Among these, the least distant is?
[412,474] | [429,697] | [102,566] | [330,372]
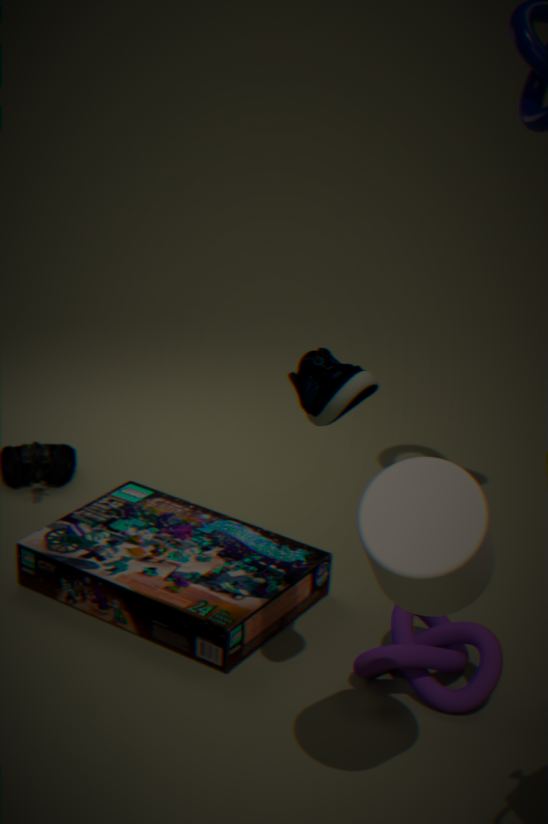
[412,474]
